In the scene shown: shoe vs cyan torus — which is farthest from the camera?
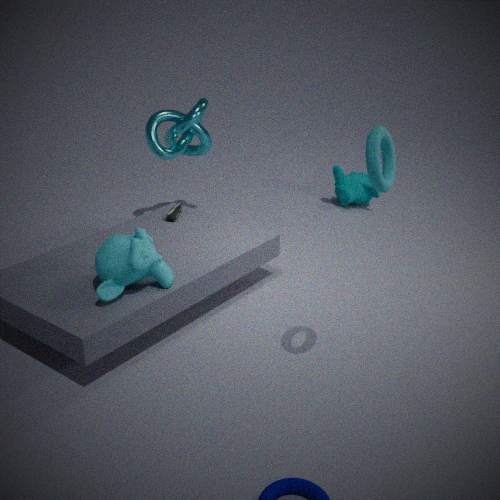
Result: shoe
